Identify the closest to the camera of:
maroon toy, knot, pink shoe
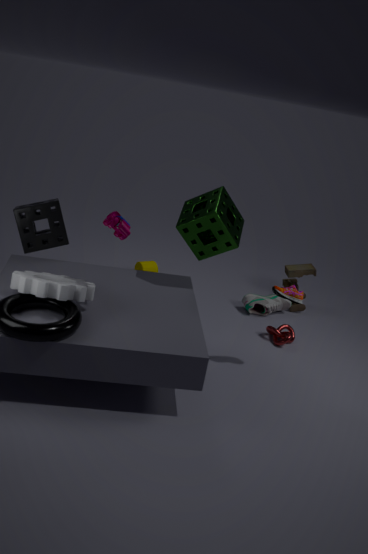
maroon toy
